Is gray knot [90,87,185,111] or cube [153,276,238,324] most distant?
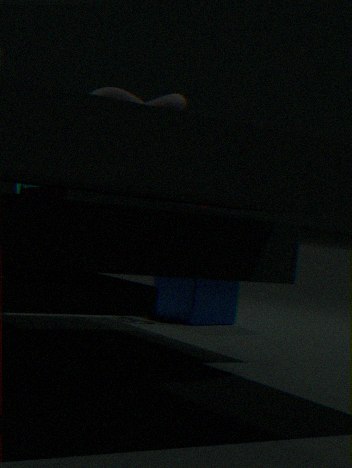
cube [153,276,238,324]
